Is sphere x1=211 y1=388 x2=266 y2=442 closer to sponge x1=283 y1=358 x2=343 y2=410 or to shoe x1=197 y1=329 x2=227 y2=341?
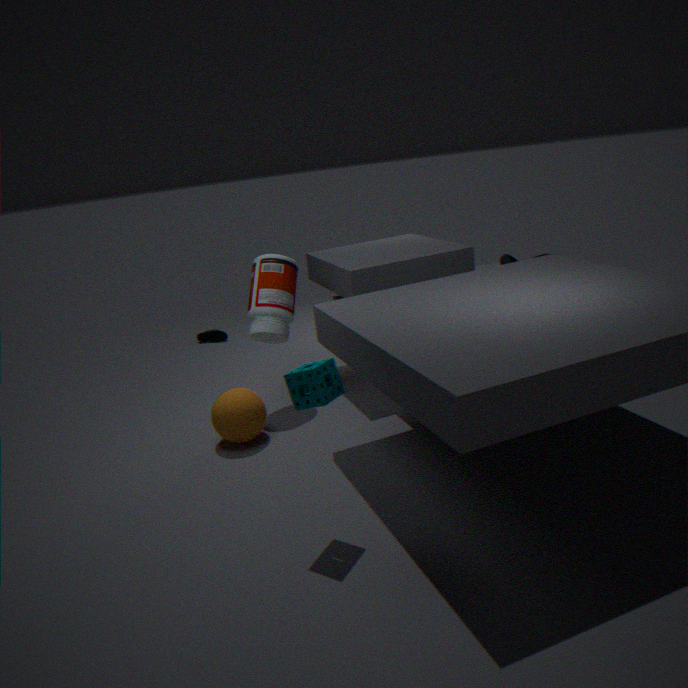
sponge x1=283 y1=358 x2=343 y2=410
